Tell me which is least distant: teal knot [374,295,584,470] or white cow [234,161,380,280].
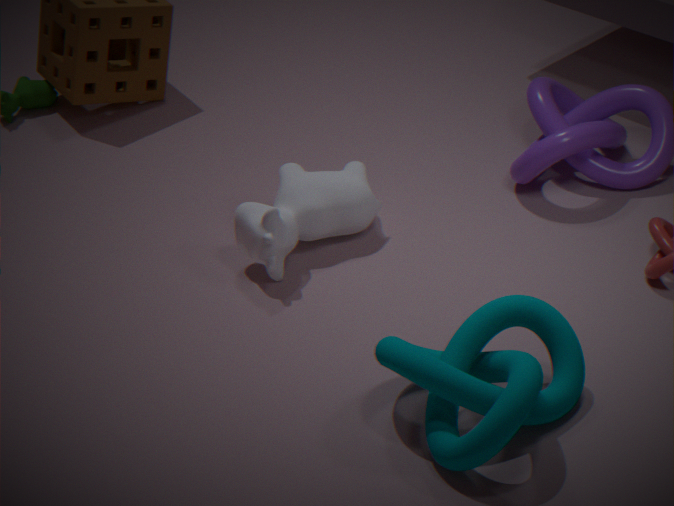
teal knot [374,295,584,470]
